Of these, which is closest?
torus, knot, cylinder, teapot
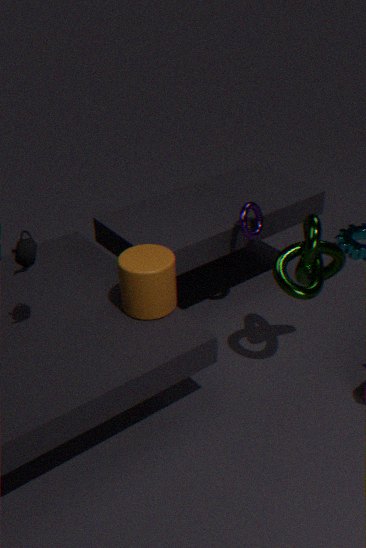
teapot
